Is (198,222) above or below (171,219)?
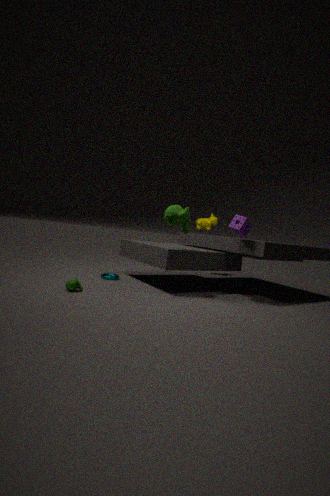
above
